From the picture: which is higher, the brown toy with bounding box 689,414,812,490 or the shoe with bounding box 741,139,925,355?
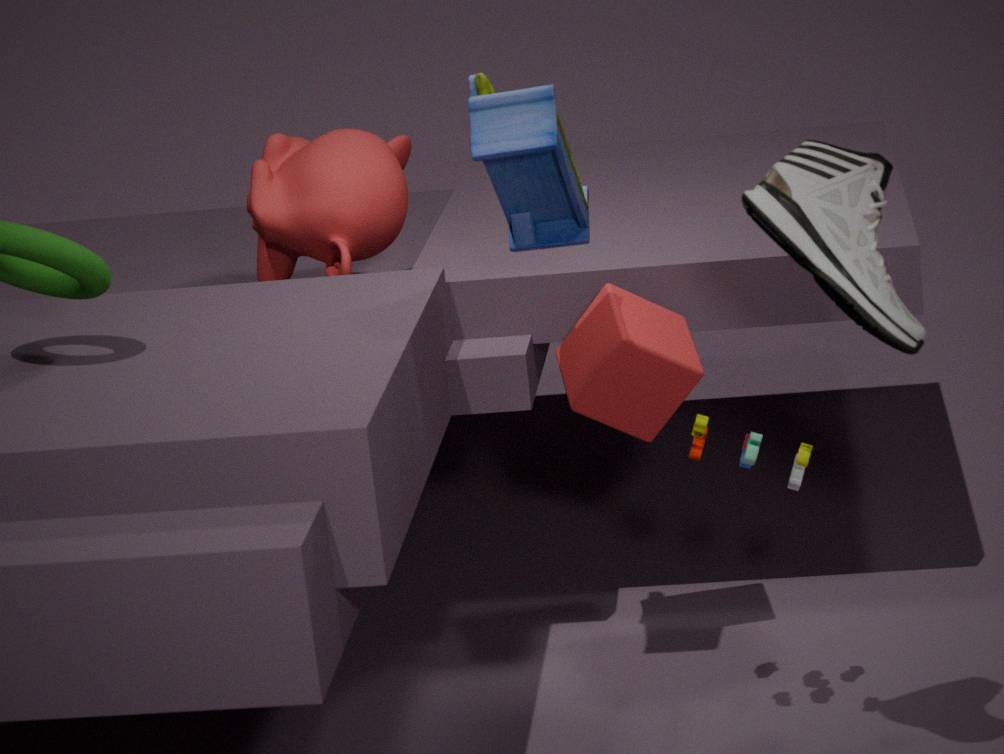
the shoe with bounding box 741,139,925,355
